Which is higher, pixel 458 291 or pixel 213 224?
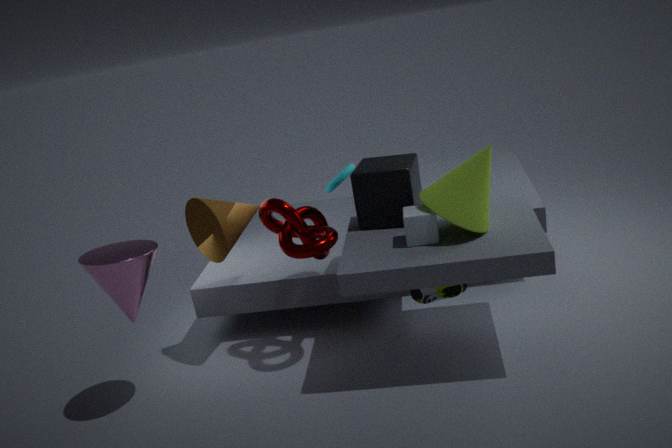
pixel 213 224
